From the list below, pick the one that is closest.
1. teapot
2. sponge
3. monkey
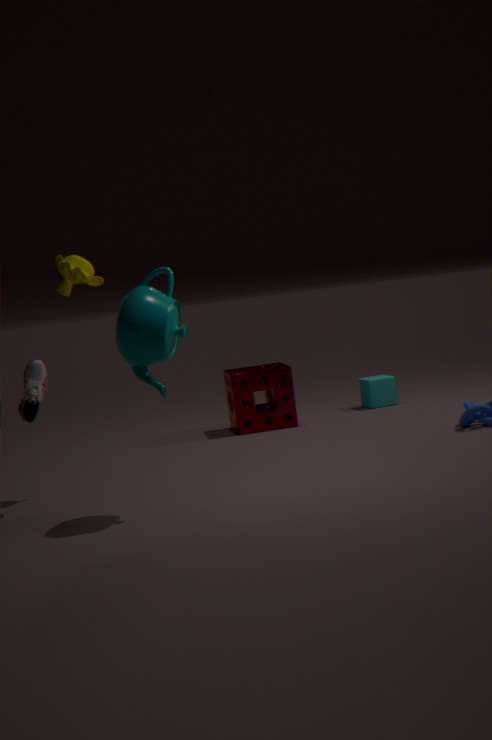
teapot
